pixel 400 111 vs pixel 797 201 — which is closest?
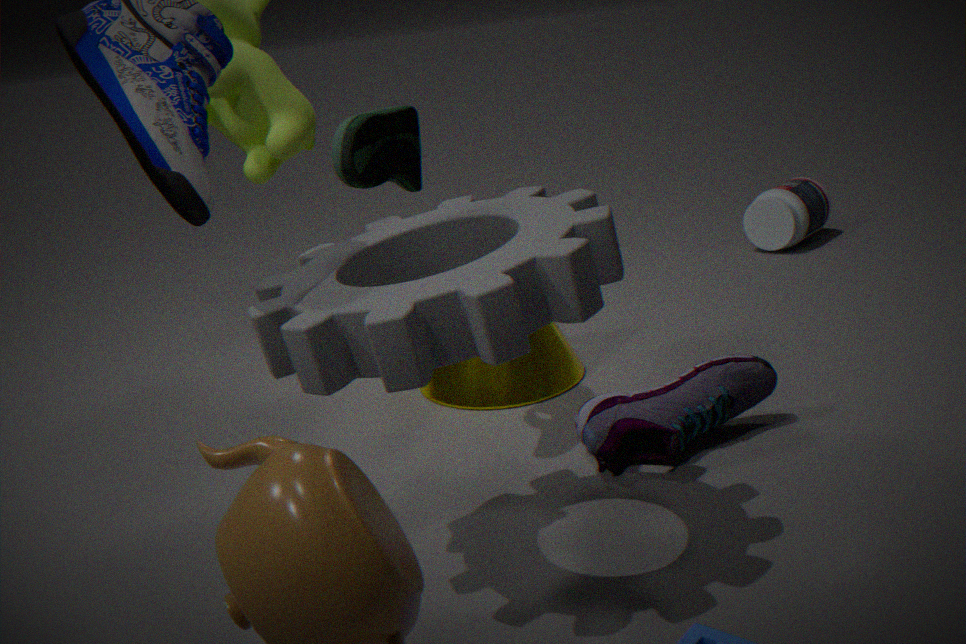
pixel 400 111
